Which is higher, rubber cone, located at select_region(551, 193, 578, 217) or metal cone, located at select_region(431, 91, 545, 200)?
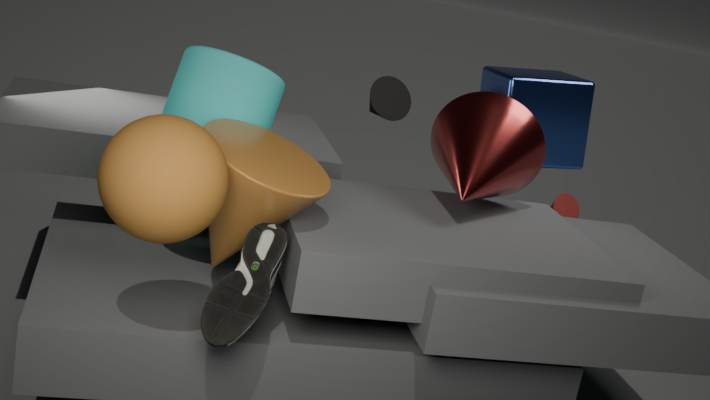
metal cone, located at select_region(431, 91, 545, 200)
